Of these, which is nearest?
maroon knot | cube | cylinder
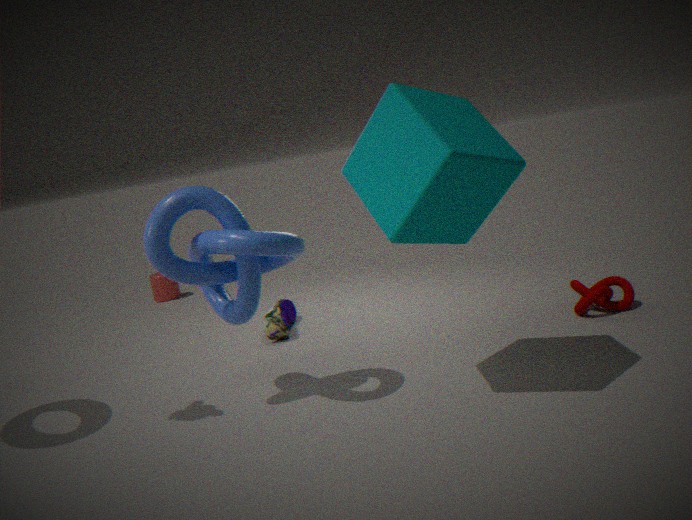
cube
